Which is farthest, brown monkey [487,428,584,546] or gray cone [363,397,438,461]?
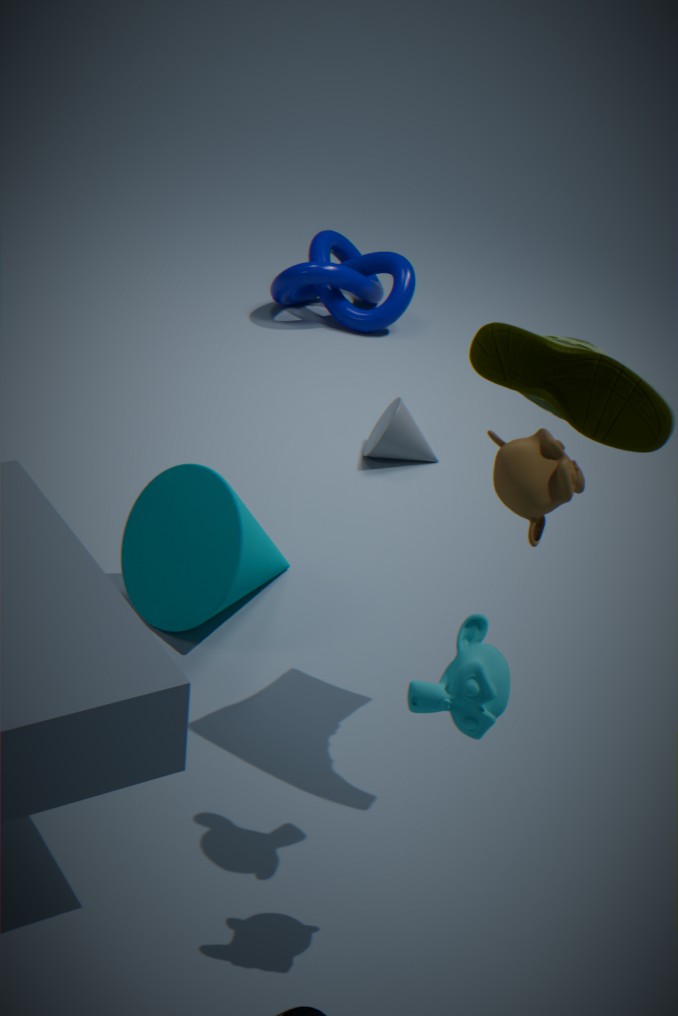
gray cone [363,397,438,461]
